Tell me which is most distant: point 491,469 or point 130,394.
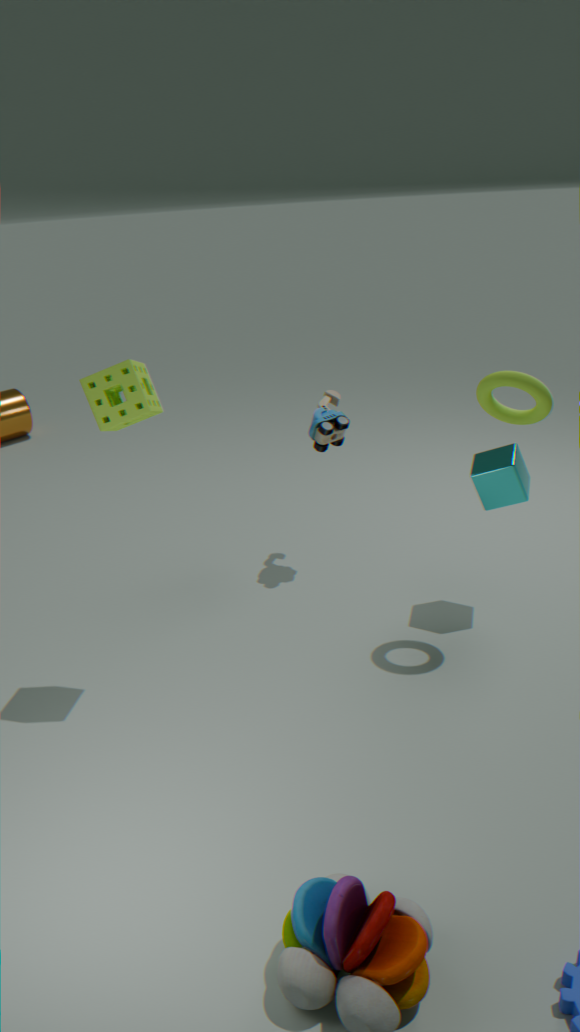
point 491,469
